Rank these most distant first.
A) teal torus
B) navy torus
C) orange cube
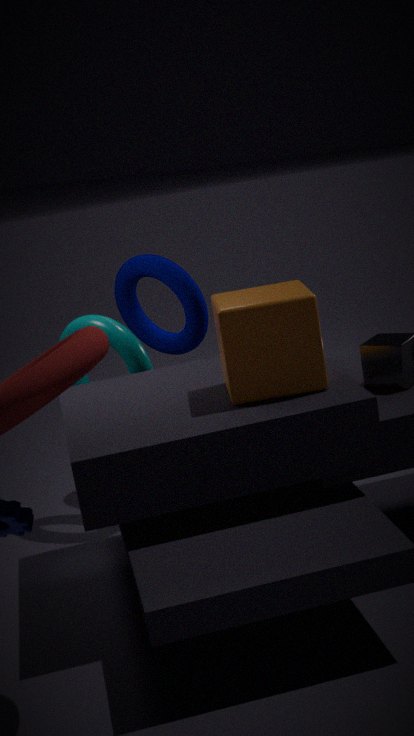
navy torus
teal torus
orange cube
